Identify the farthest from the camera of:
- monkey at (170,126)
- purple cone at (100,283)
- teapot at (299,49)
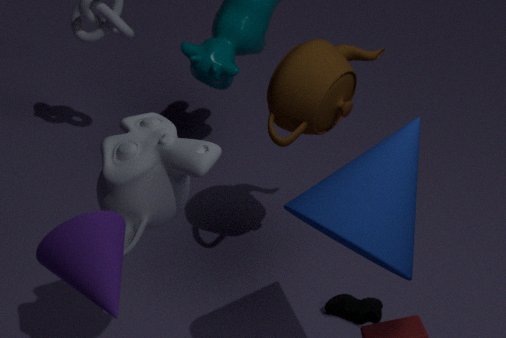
teapot at (299,49)
